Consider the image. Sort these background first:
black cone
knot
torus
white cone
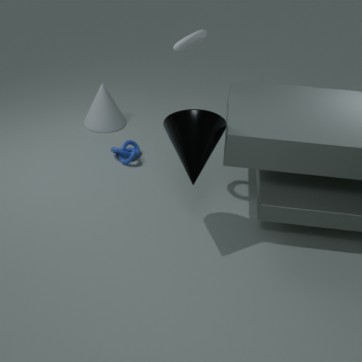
white cone → knot → torus → black cone
